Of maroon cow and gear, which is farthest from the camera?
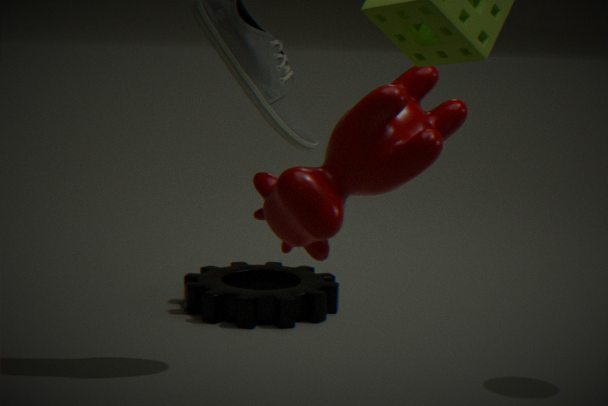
gear
